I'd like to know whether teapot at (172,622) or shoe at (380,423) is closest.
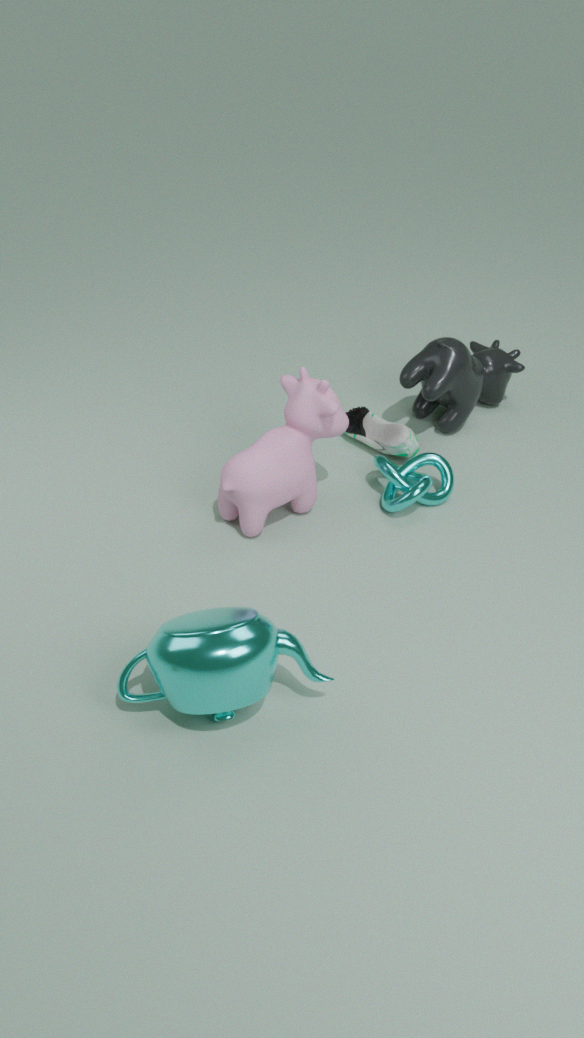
teapot at (172,622)
